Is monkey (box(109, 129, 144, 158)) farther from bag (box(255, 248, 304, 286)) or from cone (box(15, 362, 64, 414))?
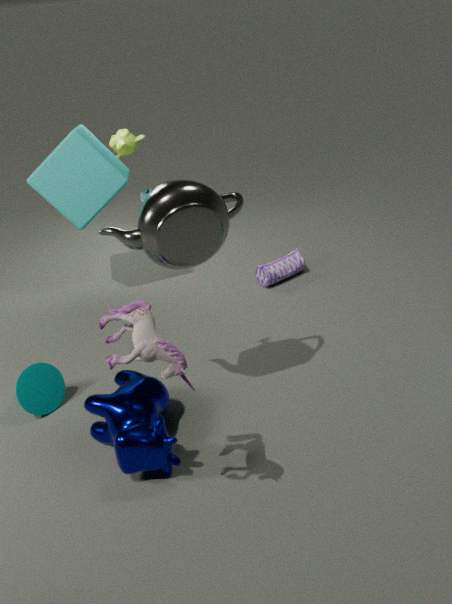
cone (box(15, 362, 64, 414))
